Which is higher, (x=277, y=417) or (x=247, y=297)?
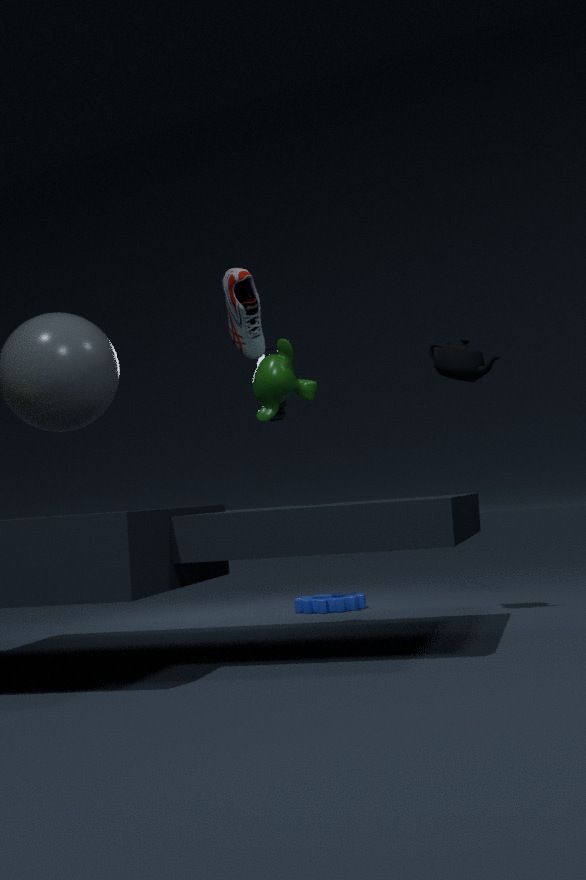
(x=247, y=297)
